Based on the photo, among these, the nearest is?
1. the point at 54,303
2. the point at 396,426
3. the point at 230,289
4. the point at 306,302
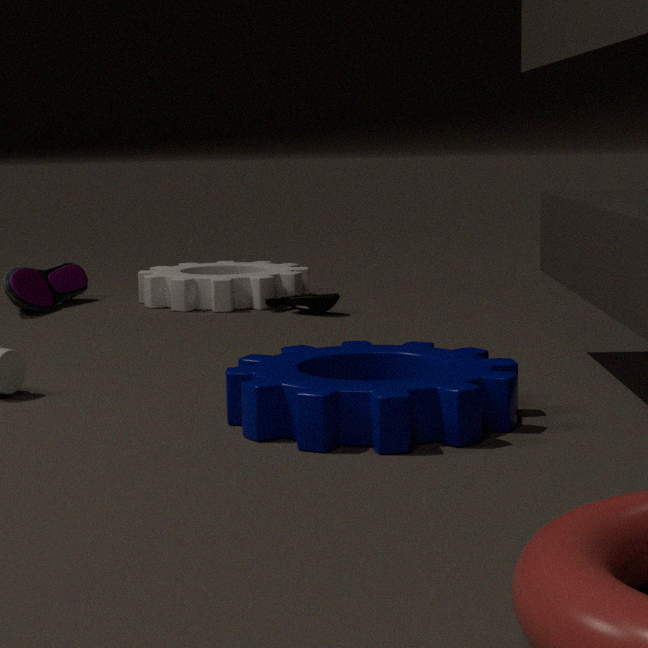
the point at 396,426
